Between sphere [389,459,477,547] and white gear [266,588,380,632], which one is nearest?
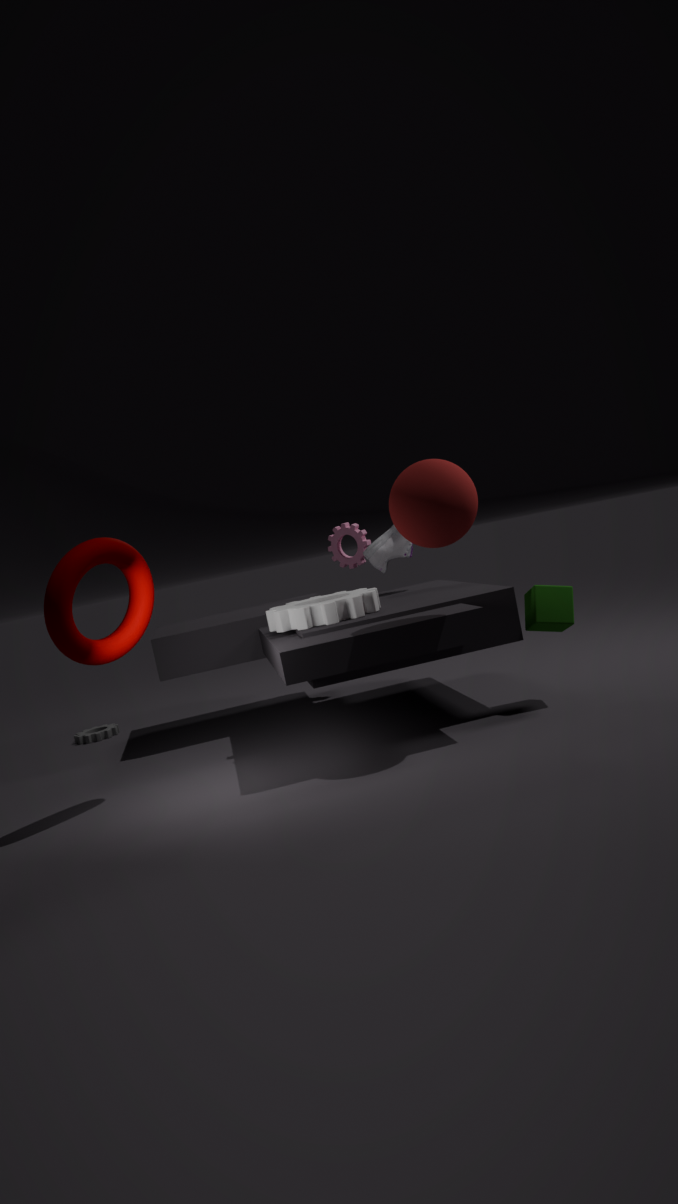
sphere [389,459,477,547]
